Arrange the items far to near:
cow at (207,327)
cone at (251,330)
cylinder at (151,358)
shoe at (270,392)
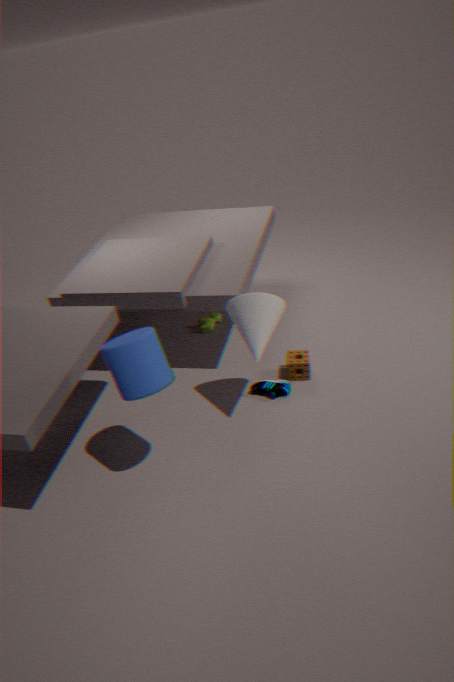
cow at (207,327), shoe at (270,392), cone at (251,330), cylinder at (151,358)
